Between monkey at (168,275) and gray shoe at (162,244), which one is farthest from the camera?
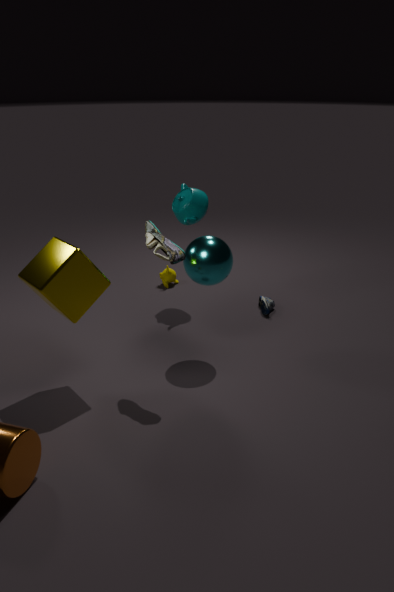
monkey at (168,275)
